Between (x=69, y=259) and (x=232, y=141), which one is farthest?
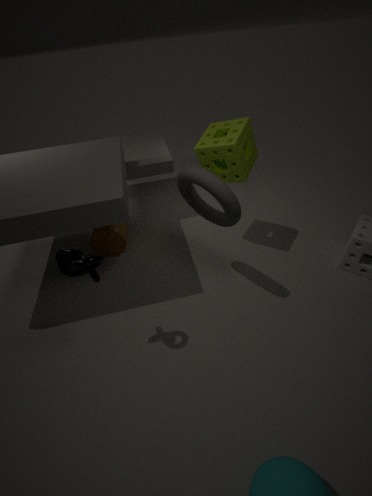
(x=69, y=259)
